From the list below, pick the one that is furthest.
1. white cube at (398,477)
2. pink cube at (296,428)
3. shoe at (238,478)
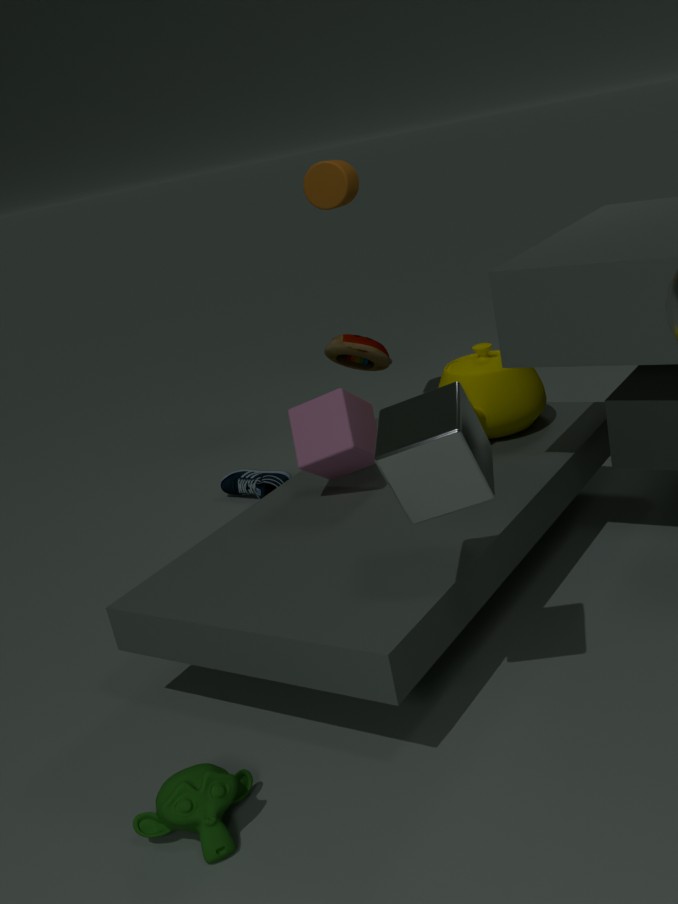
shoe at (238,478)
